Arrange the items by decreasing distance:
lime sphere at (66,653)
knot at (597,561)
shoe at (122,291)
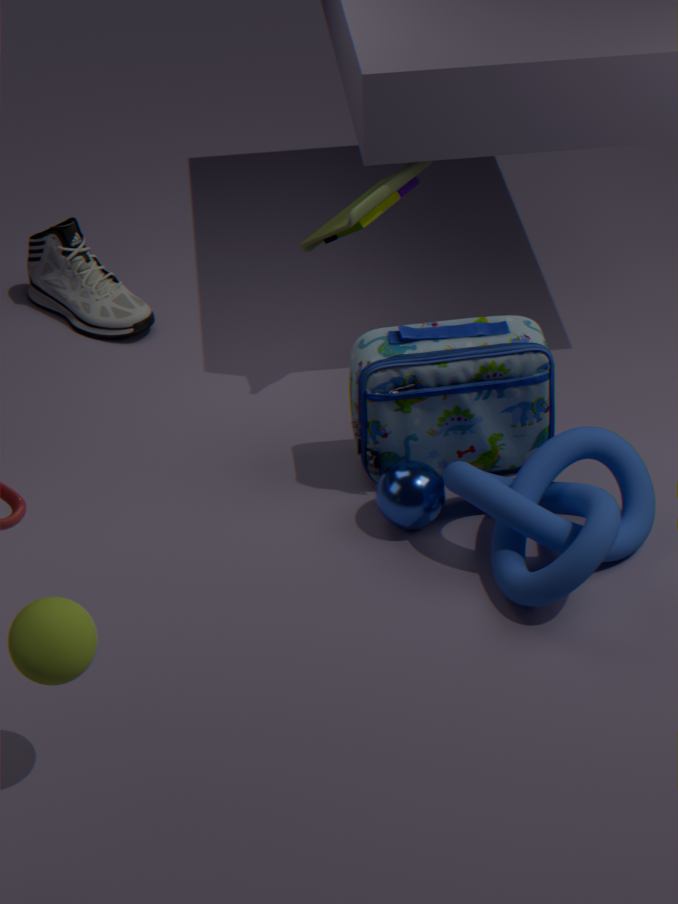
shoe at (122,291) < knot at (597,561) < lime sphere at (66,653)
